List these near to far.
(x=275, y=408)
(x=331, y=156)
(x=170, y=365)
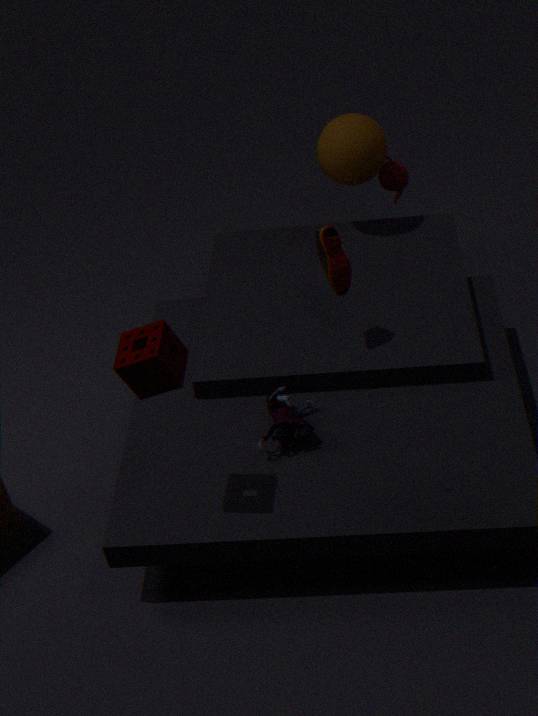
(x=170, y=365) → (x=275, y=408) → (x=331, y=156)
